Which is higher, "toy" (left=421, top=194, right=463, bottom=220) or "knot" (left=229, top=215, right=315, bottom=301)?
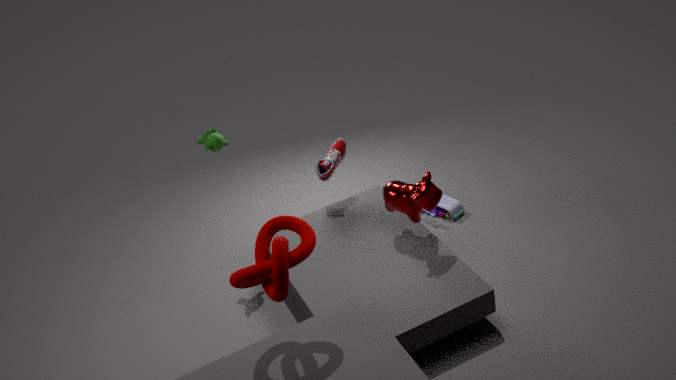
"knot" (left=229, top=215, right=315, bottom=301)
